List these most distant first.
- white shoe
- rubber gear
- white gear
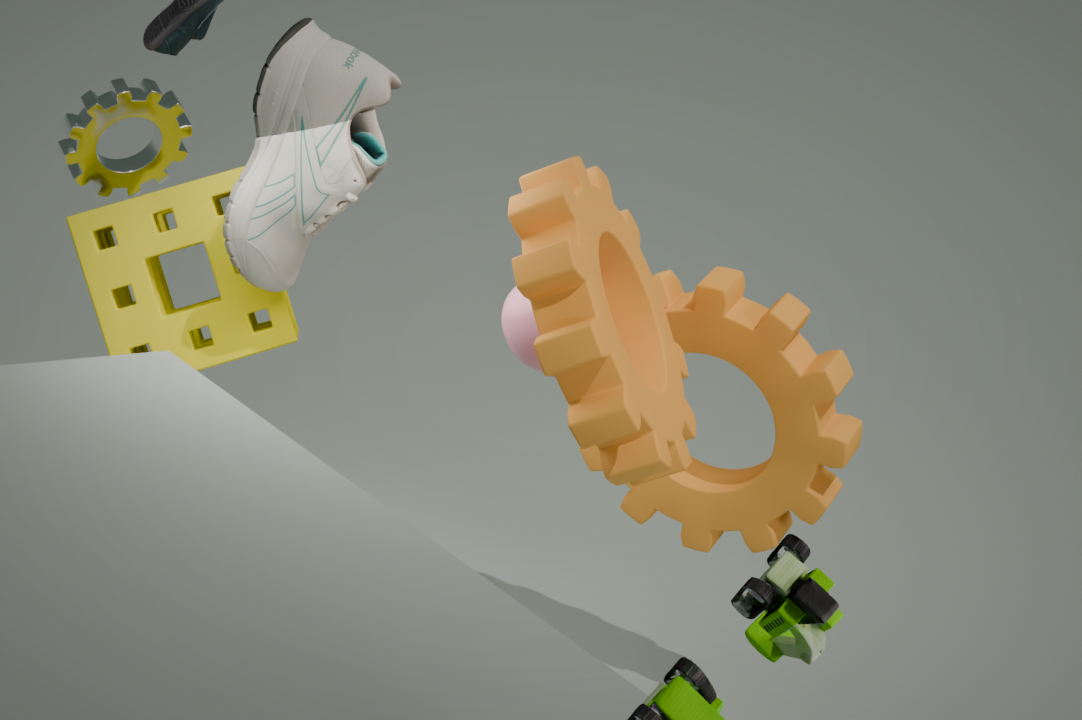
white gear, white shoe, rubber gear
